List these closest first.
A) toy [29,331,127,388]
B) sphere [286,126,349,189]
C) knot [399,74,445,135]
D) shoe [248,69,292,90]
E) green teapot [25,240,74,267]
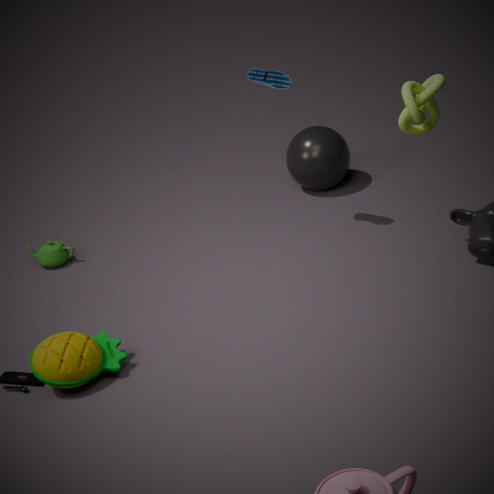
knot [399,74,445,135]
toy [29,331,127,388]
shoe [248,69,292,90]
green teapot [25,240,74,267]
sphere [286,126,349,189]
